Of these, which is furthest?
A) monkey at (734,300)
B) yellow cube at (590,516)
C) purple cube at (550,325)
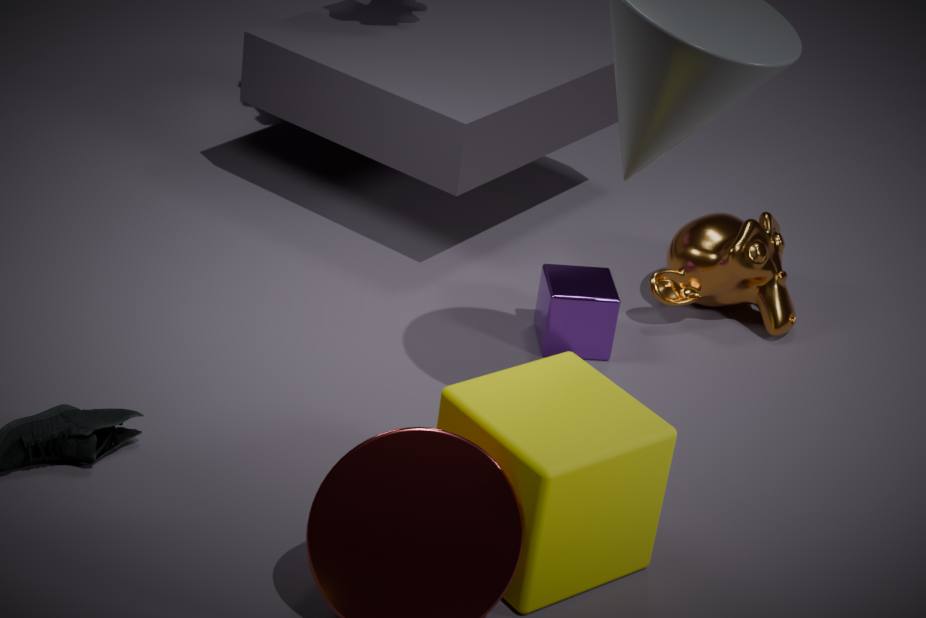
monkey at (734,300)
